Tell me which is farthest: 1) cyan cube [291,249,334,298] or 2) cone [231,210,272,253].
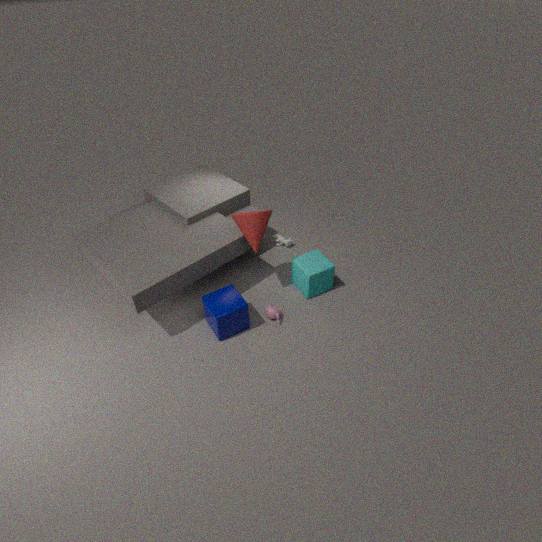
1. cyan cube [291,249,334,298]
